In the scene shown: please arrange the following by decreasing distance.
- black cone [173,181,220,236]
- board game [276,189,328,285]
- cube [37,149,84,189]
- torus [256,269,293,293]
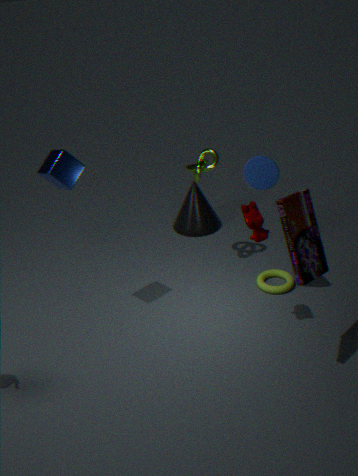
black cone [173,181,220,236] < torus [256,269,293,293] < cube [37,149,84,189] < board game [276,189,328,285]
